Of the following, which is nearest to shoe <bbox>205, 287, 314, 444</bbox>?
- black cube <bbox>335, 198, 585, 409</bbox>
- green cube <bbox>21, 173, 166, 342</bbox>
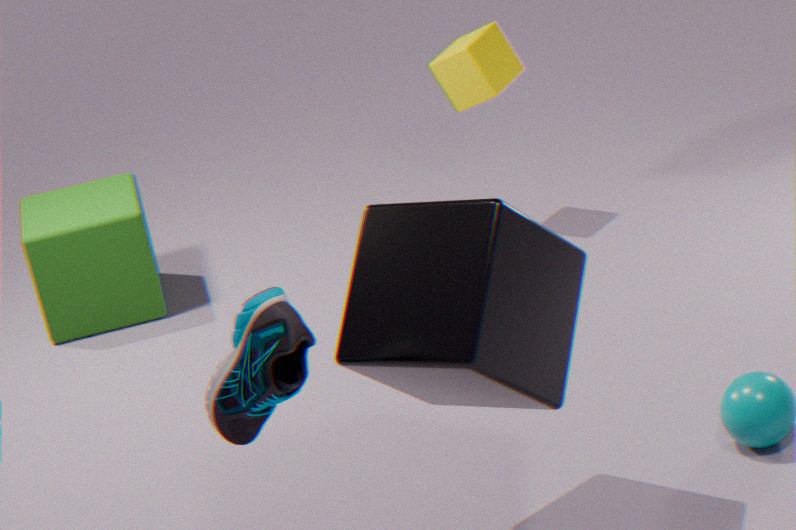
black cube <bbox>335, 198, 585, 409</bbox>
